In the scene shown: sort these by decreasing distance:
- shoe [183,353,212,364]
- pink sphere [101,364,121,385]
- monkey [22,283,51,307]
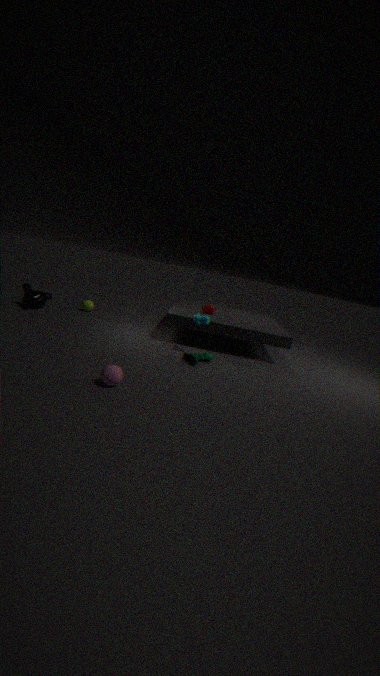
monkey [22,283,51,307] < shoe [183,353,212,364] < pink sphere [101,364,121,385]
